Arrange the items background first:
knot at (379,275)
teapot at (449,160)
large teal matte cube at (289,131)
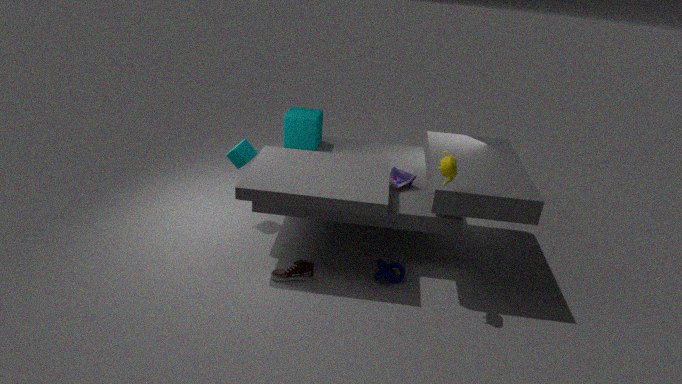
large teal matte cube at (289,131)
knot at (379,275)
teapot at (449,160)
